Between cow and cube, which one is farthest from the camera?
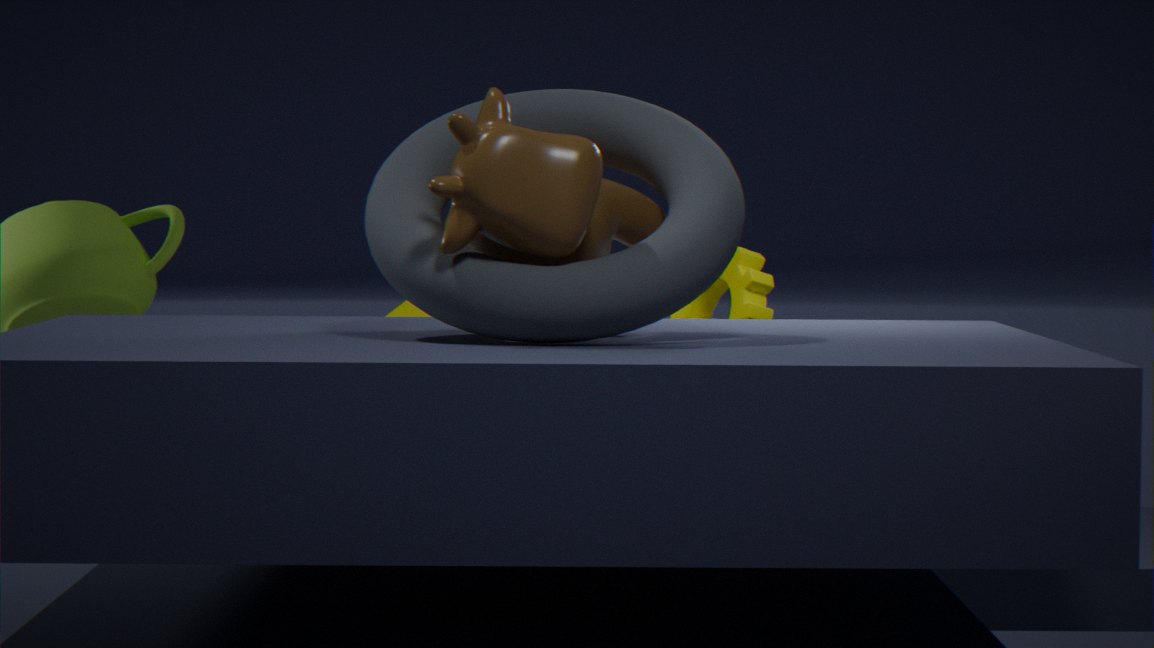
cube
